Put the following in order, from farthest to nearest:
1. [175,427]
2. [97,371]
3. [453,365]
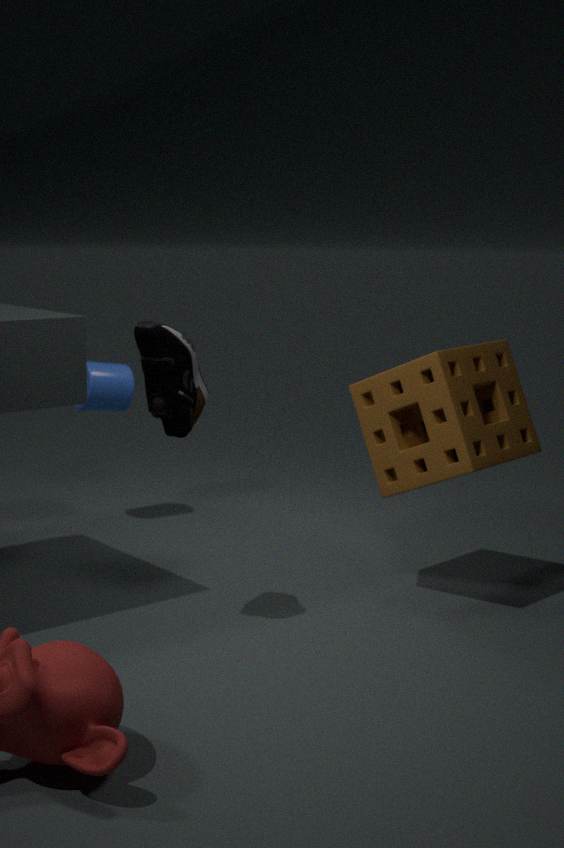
[97,371] → [453,365] → [175,427]
